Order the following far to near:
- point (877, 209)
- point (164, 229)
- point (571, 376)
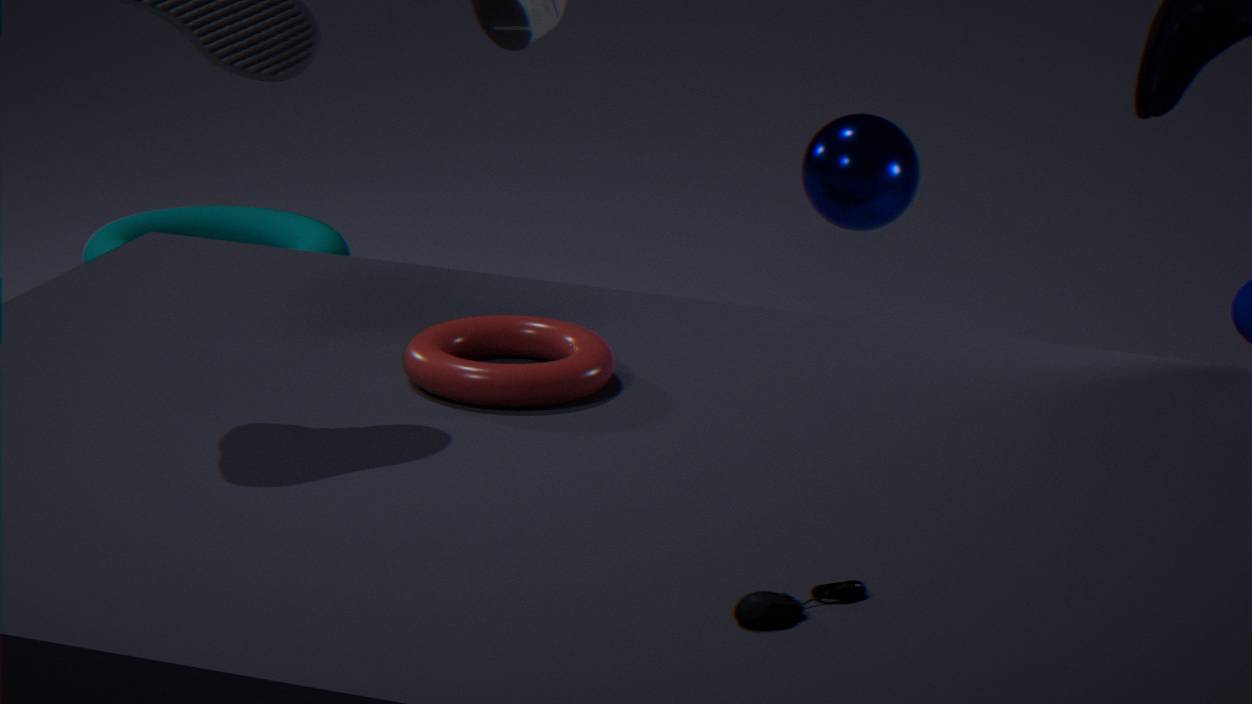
point (164, 229) → point (877, 209) → point (571, 376)
